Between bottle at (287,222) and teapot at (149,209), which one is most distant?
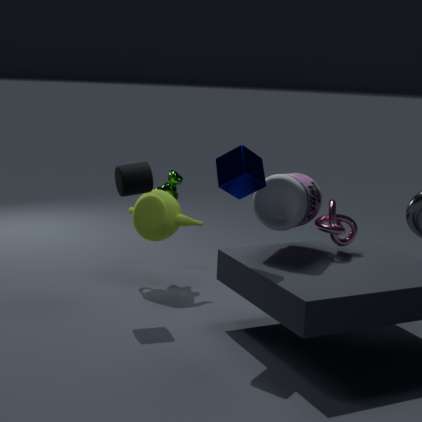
teapot at (149,209)
